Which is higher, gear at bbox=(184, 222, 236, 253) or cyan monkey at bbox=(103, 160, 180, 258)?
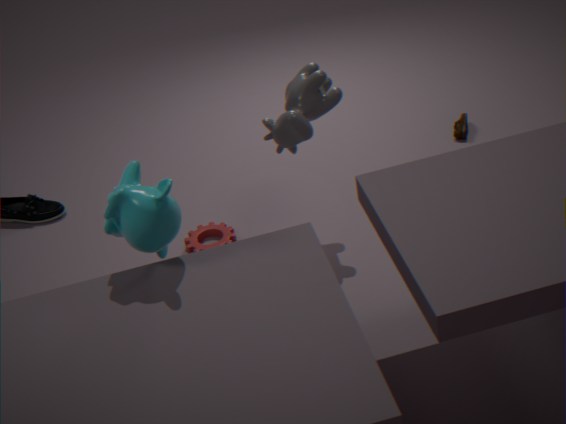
cyan monkey at bbox=(103, 160, 180, 258)
